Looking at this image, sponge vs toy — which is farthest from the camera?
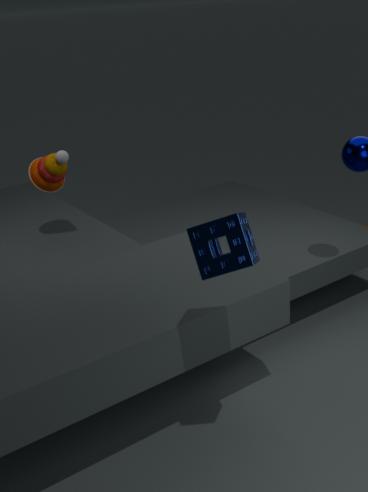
toy
